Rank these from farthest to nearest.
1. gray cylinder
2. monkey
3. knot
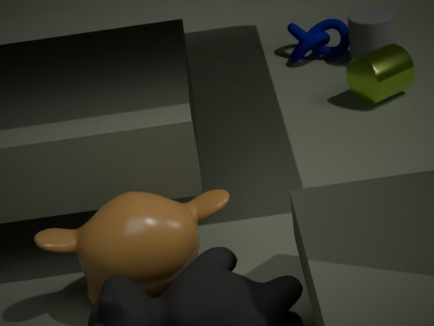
knot, gray cylinder, monkey
